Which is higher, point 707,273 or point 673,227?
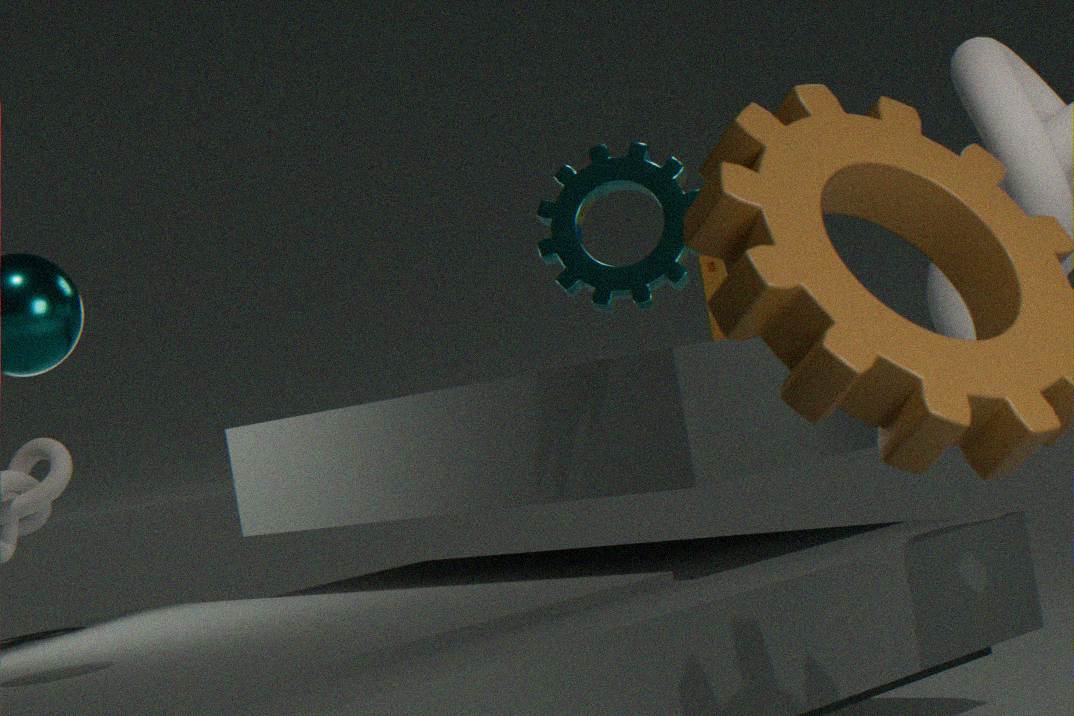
point 673,227
